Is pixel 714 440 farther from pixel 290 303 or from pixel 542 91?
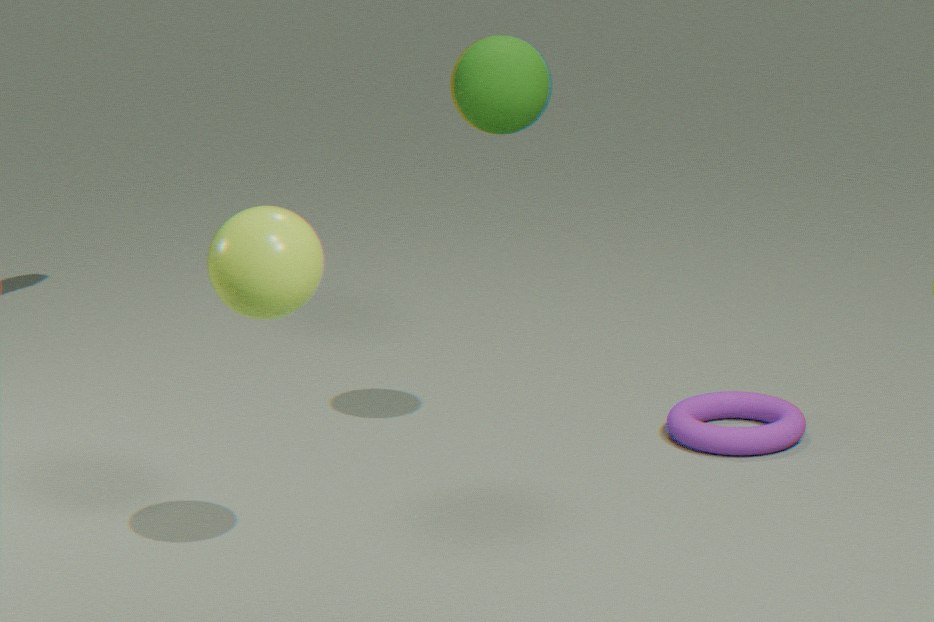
pixel 290 303
